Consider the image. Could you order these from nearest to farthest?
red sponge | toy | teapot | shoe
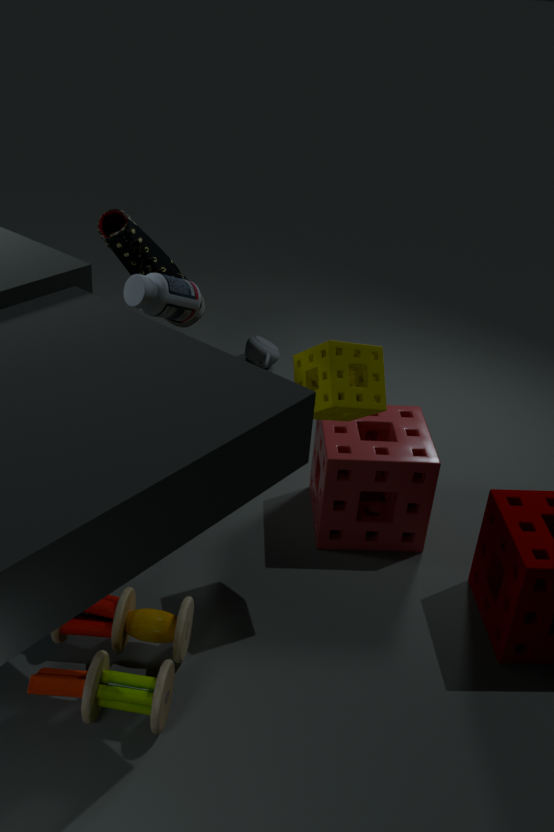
toy < red sponge < shoe < teapot
